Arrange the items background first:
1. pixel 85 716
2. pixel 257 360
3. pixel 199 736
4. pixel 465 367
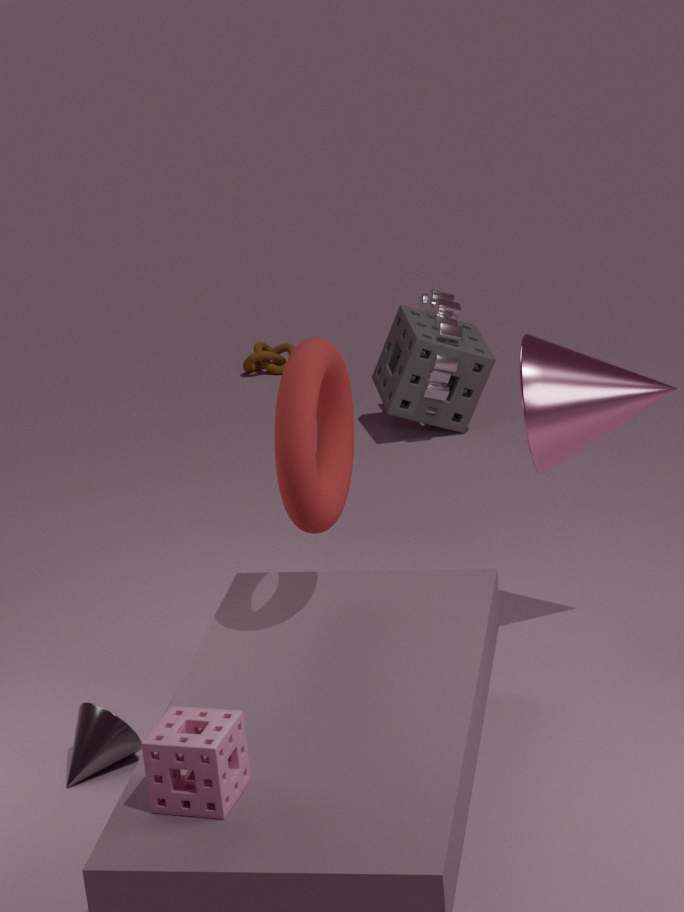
pixel 257 360 → pixel 465 367 → pixel 85 716 → pixel 199 736
